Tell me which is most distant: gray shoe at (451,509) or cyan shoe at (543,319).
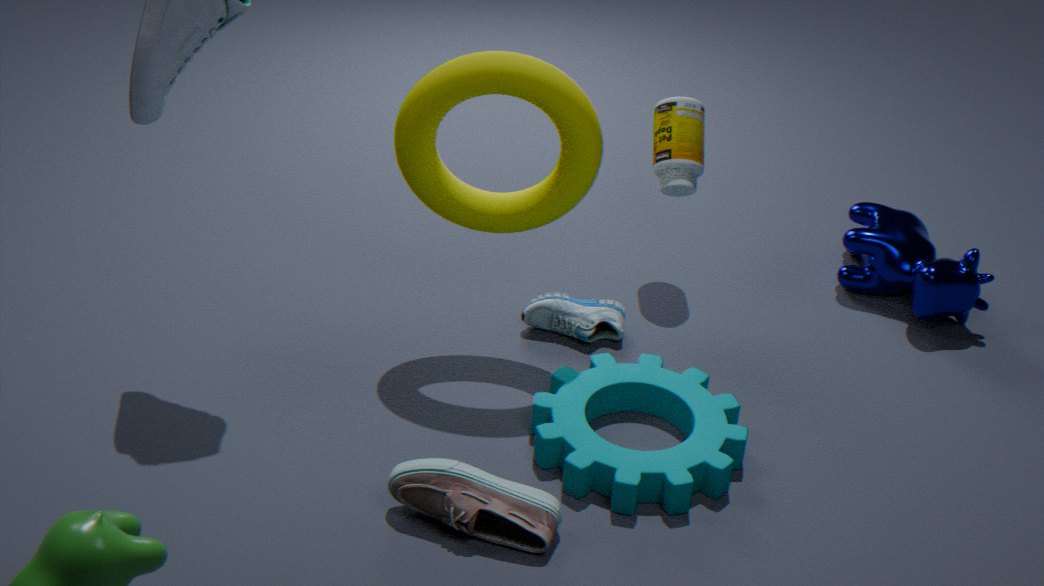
cyan shoe at (543,319)
